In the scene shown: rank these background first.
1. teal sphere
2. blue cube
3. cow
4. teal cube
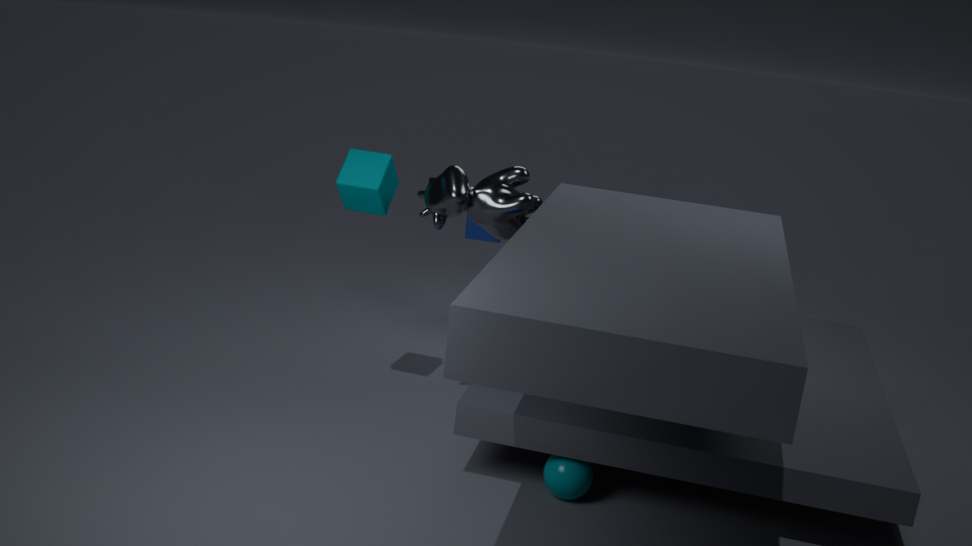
blue cube → teal cube → cow → teal sphere
